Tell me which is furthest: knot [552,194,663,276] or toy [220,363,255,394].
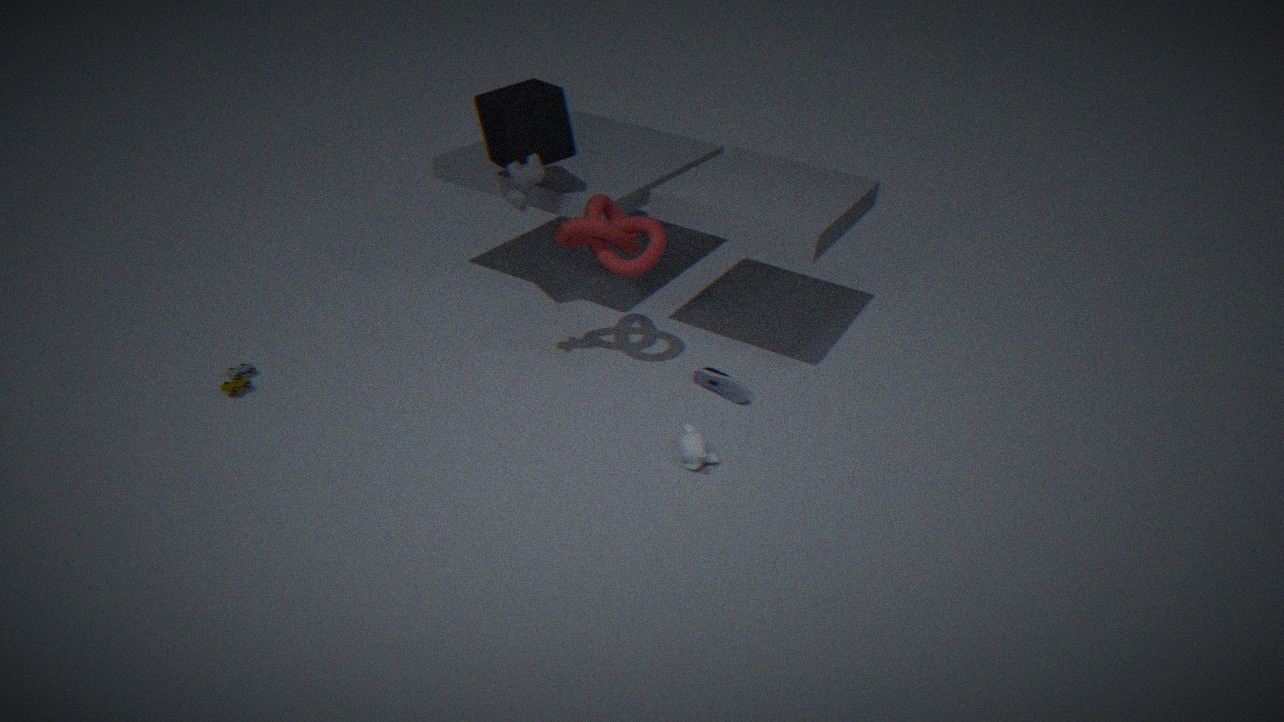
knot [552,194,663,276]
